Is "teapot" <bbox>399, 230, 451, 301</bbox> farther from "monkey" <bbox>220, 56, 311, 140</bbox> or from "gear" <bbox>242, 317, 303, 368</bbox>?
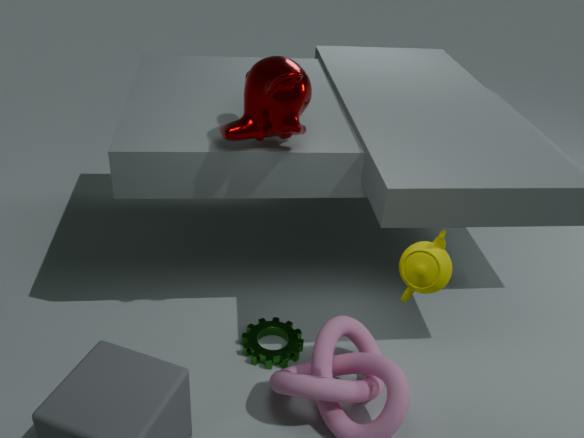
"gear" <bbox>242, 317, 303, 368</bbox>
